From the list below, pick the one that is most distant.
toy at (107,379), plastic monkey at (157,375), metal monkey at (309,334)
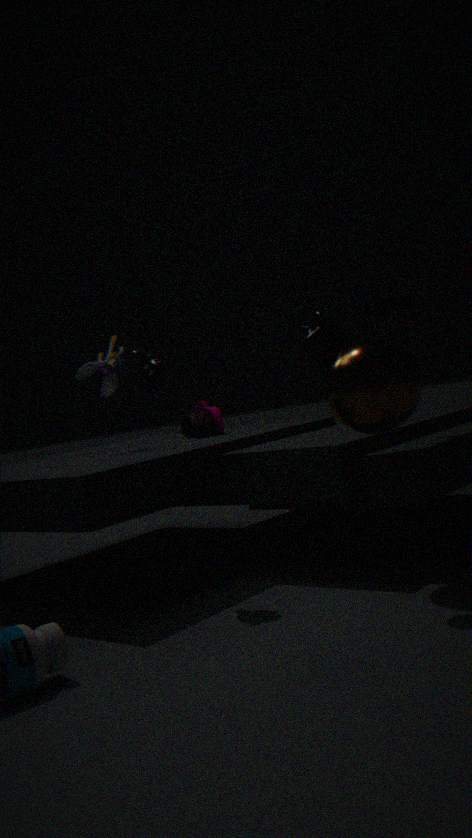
toy at (107,379)
